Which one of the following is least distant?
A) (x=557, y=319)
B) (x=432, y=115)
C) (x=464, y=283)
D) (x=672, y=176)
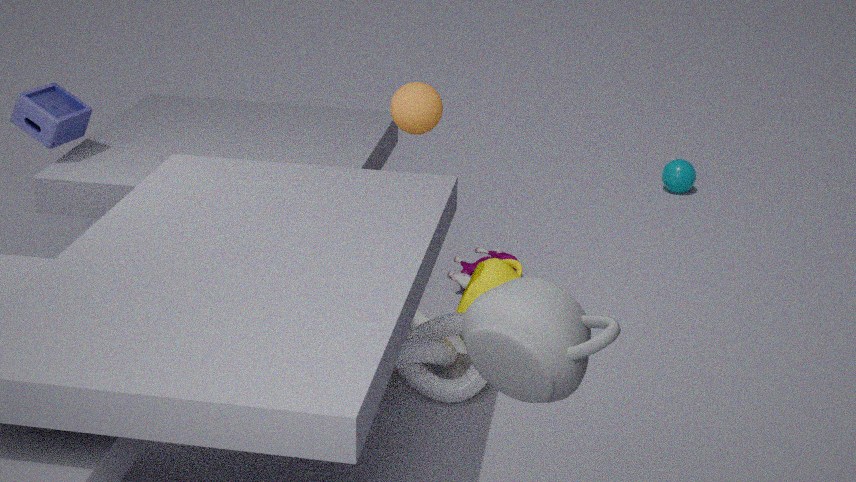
(x=557, y=319)
